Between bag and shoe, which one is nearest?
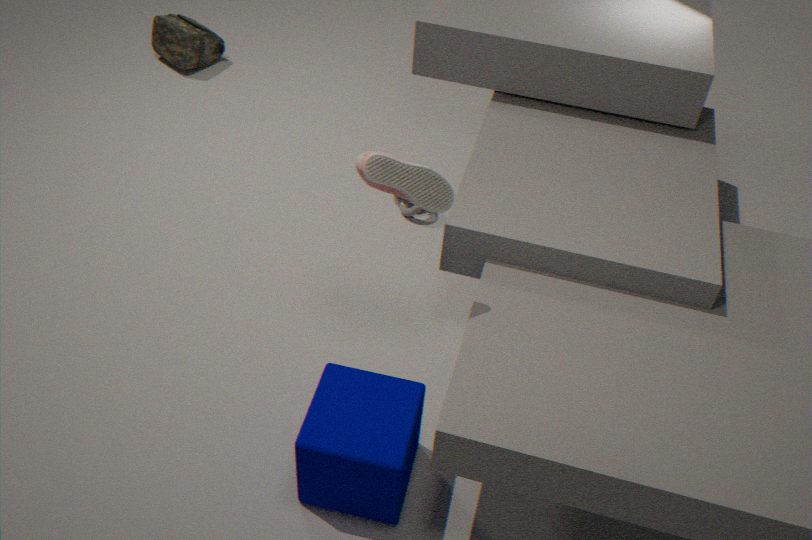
shoe
